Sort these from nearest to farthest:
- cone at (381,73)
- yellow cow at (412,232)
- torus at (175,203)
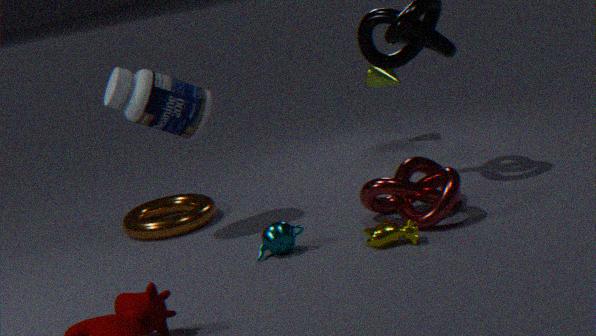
1. yellow cow at (412,232)
2. torus at (175,203)
3. cone at (381,73)
